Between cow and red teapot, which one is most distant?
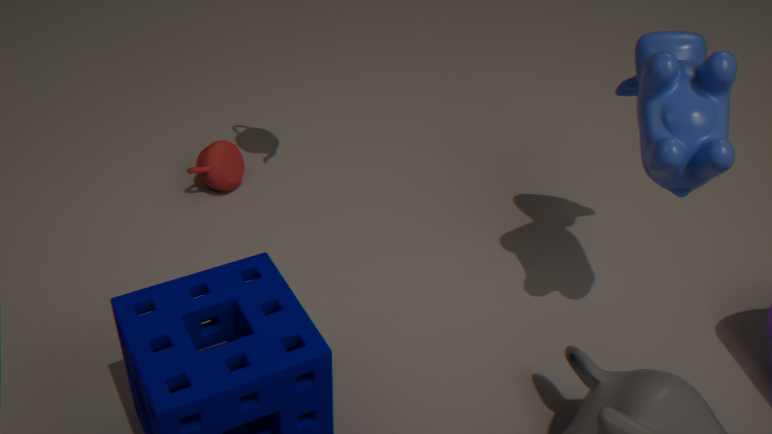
red teapot
